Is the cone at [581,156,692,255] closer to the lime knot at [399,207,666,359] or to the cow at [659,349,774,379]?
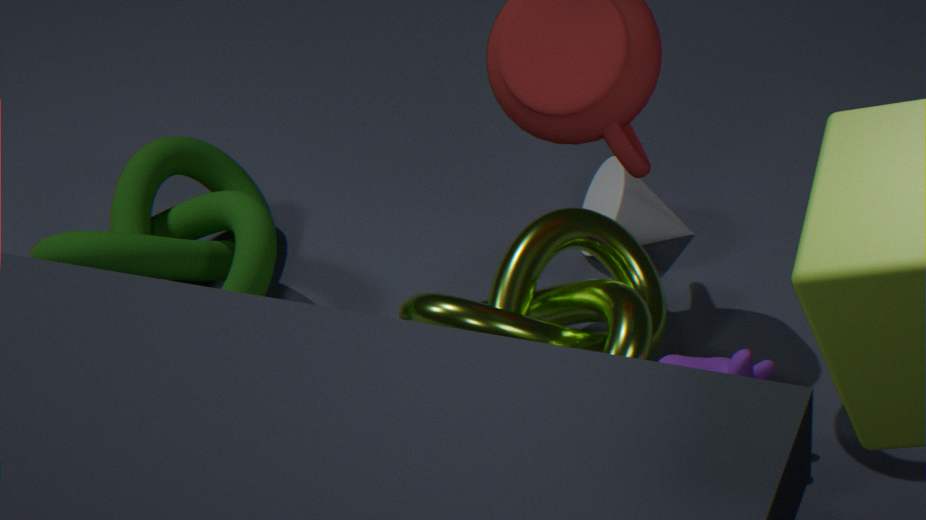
the lime knot at [399,207,666,359]
